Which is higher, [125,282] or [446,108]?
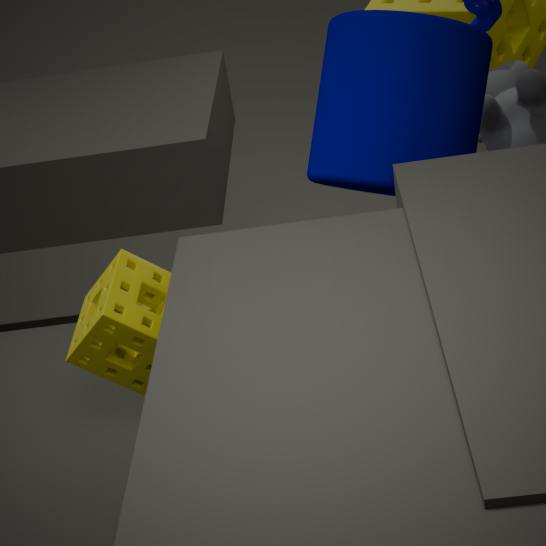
[446,108]
